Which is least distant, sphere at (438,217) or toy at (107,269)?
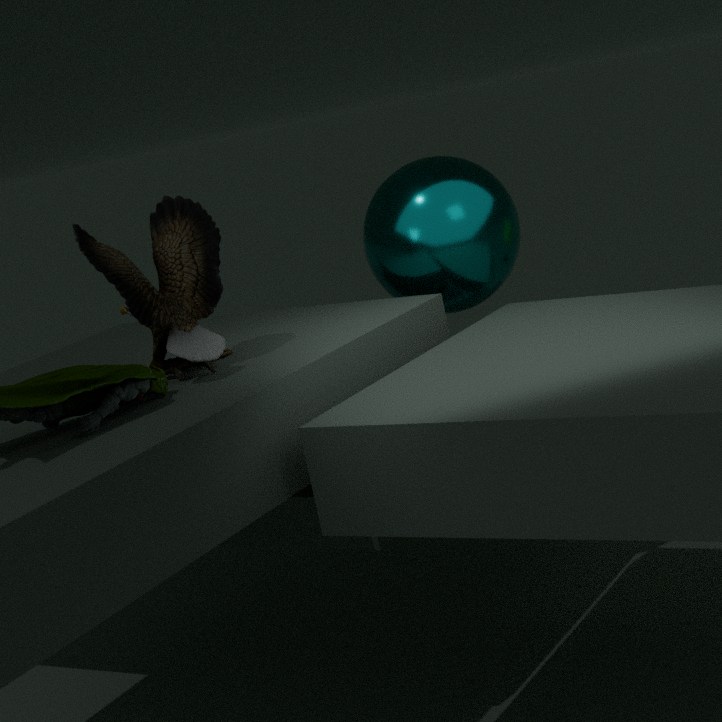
toy at (107,269)
